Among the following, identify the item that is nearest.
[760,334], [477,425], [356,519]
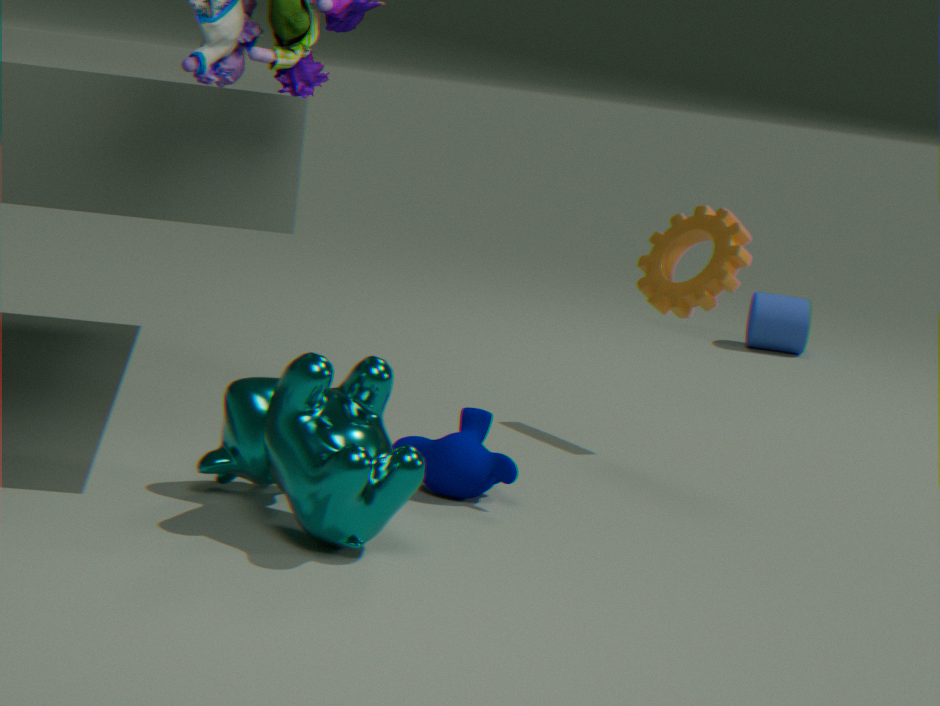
[356,519]
